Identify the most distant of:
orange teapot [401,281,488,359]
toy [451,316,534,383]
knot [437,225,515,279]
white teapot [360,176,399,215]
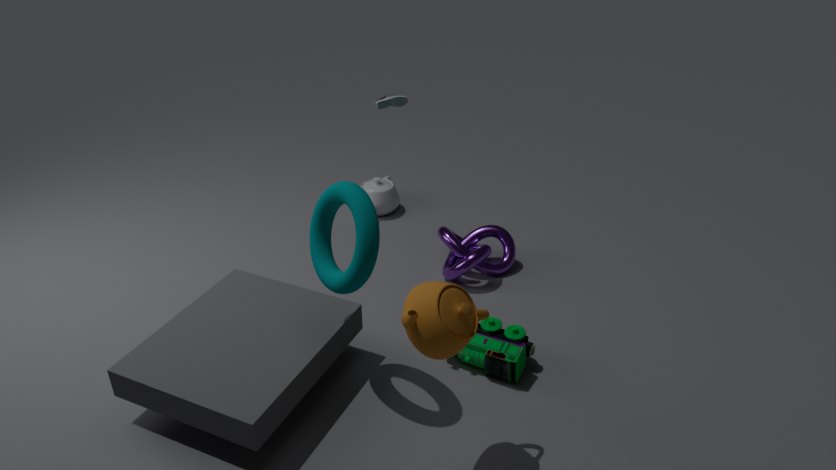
white teapot [360,176,399,215]
